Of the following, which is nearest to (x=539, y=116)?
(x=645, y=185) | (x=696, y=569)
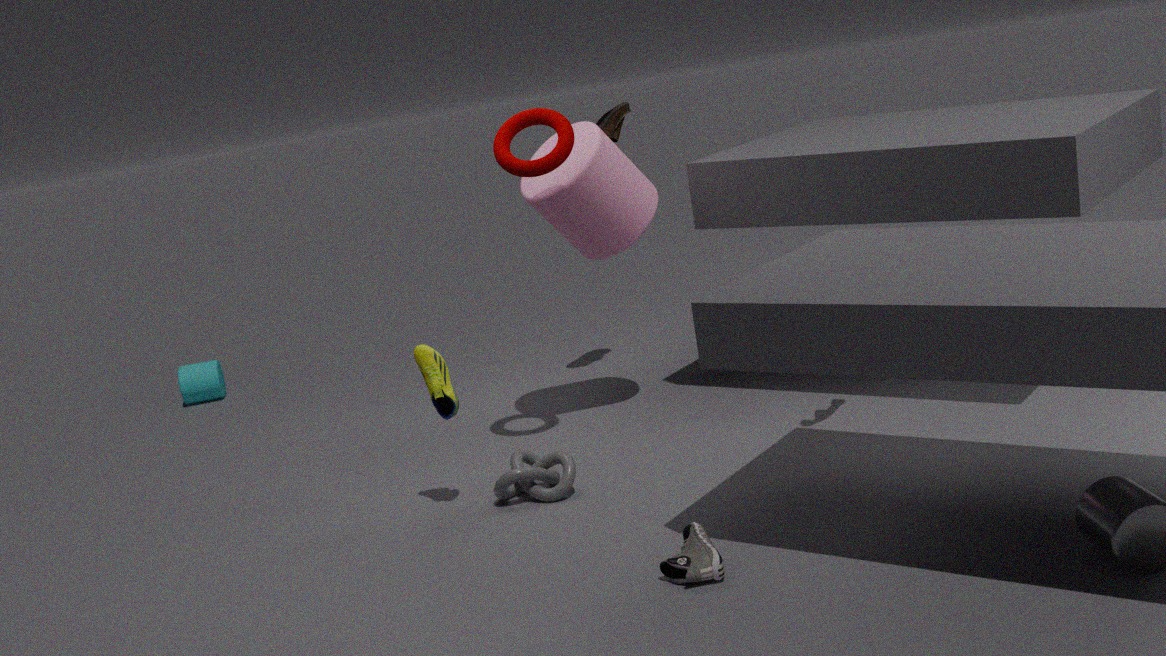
(x=645, y=185)
